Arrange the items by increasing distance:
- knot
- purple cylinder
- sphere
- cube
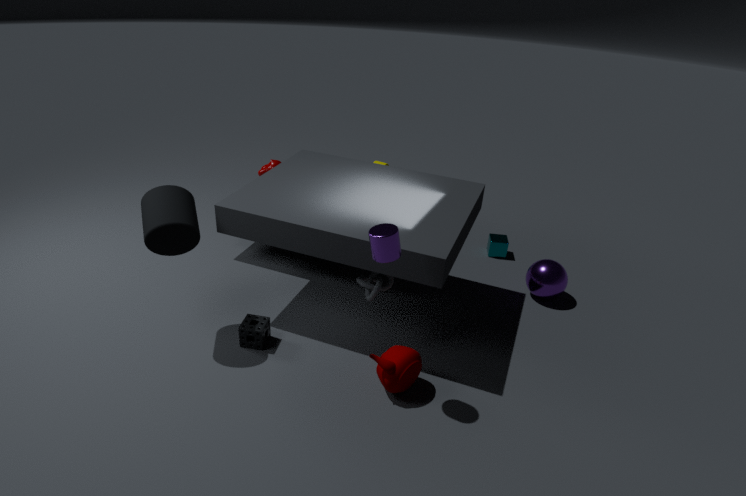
purple cylinder
knot
sphere
cube
